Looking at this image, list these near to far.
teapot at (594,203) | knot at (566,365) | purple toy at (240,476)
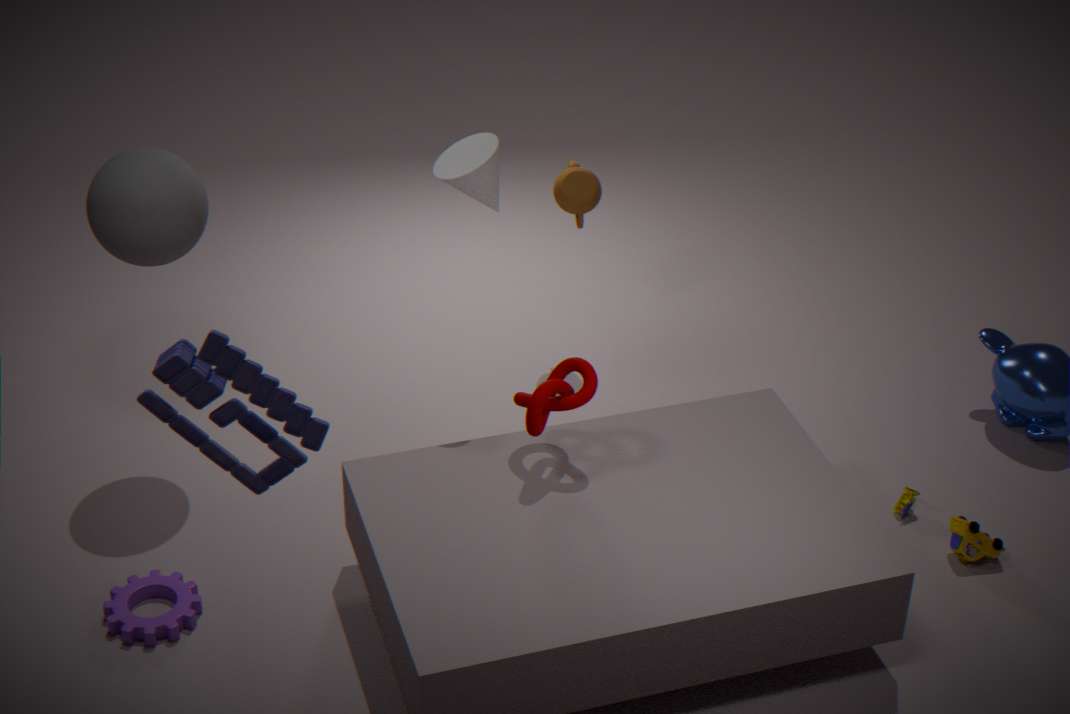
purple toy at (240,476) → knot at (566,365) → teapot at (594,203)
